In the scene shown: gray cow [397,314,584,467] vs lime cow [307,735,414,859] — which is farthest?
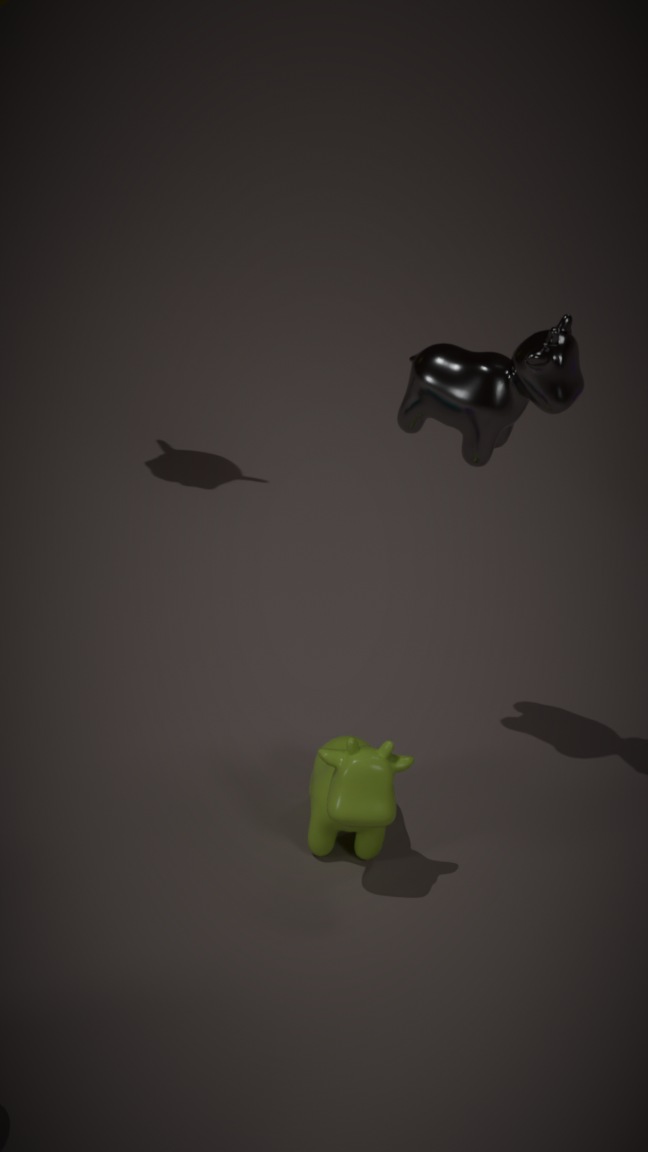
lime cow [307,735,414,859]
